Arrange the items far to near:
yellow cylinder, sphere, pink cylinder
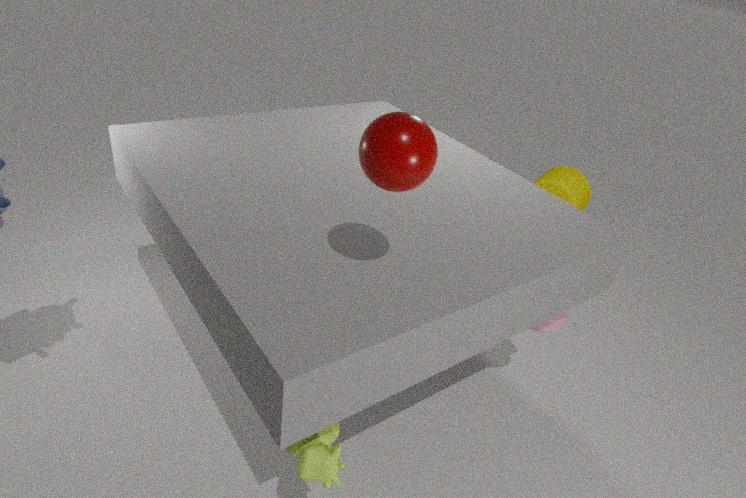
yellow cylinder → pink cylinder → sphere
